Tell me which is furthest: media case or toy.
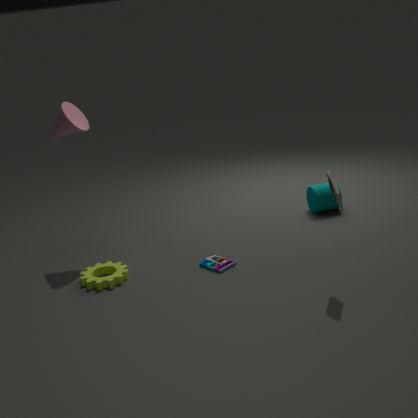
toy
